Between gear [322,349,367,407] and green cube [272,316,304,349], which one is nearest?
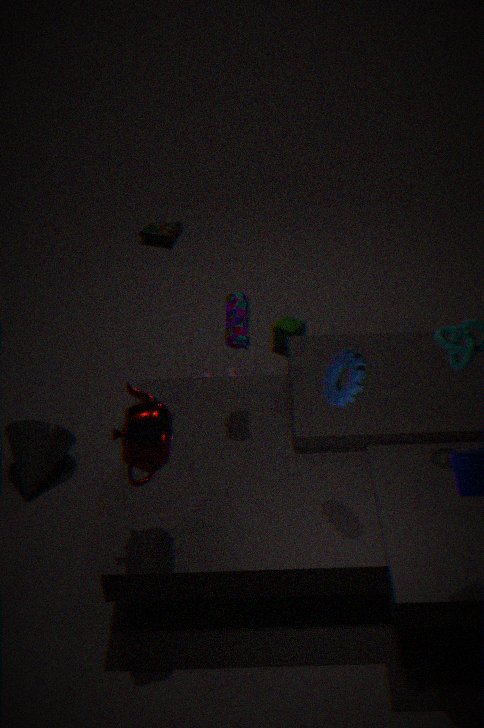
gear [322,349,367,407]
